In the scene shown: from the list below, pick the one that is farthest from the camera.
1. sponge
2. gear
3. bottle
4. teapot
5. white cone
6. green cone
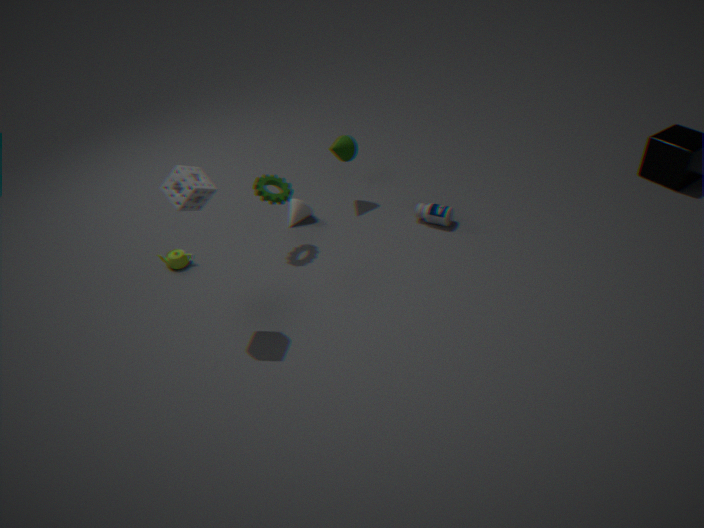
white cone
